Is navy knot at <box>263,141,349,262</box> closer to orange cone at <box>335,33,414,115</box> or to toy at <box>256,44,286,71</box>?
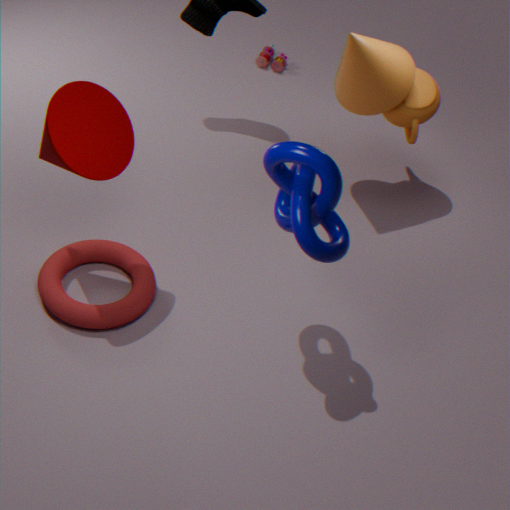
orange cone at <box>335,33,414,115</box>
